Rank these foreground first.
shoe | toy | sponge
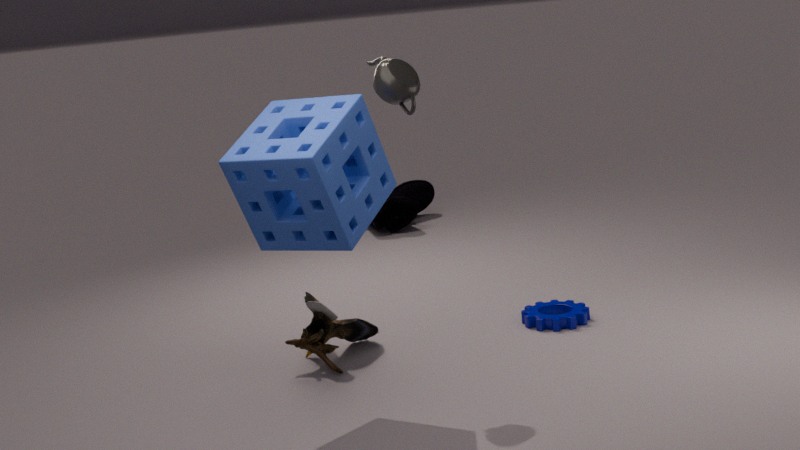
1. sponge
2. toy
3. shoe
